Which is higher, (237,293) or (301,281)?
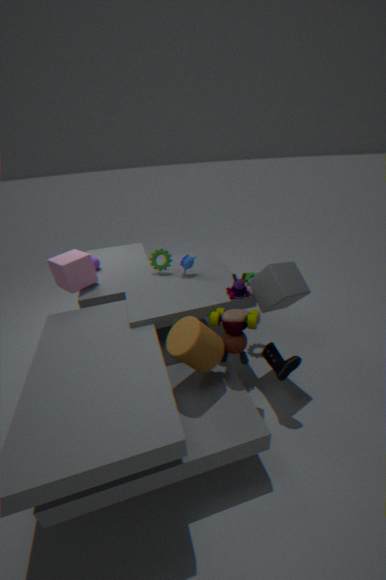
(301,281)
